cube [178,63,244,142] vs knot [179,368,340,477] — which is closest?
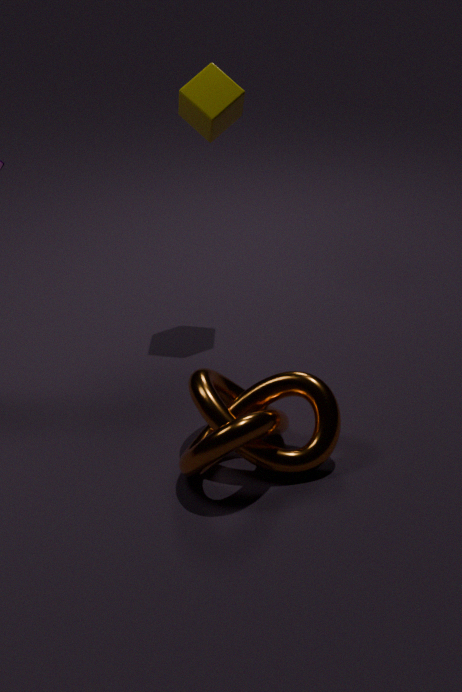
knot [179,368,340,477]
